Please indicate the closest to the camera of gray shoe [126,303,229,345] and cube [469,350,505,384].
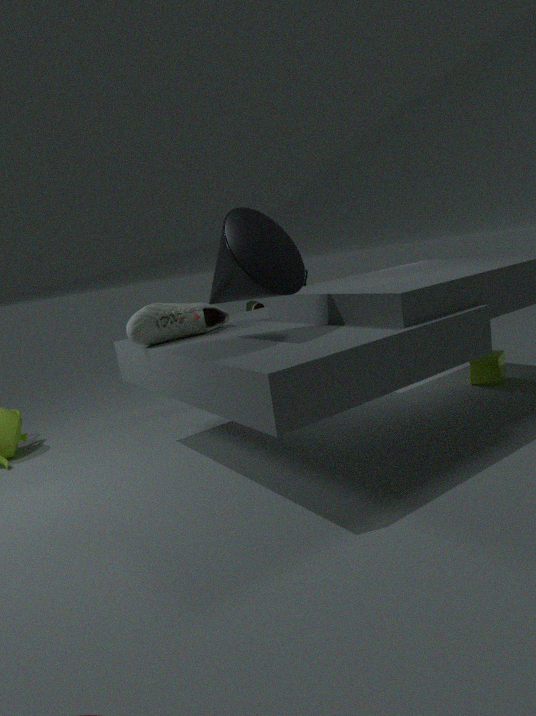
gray shoe [126,303,229,345]
